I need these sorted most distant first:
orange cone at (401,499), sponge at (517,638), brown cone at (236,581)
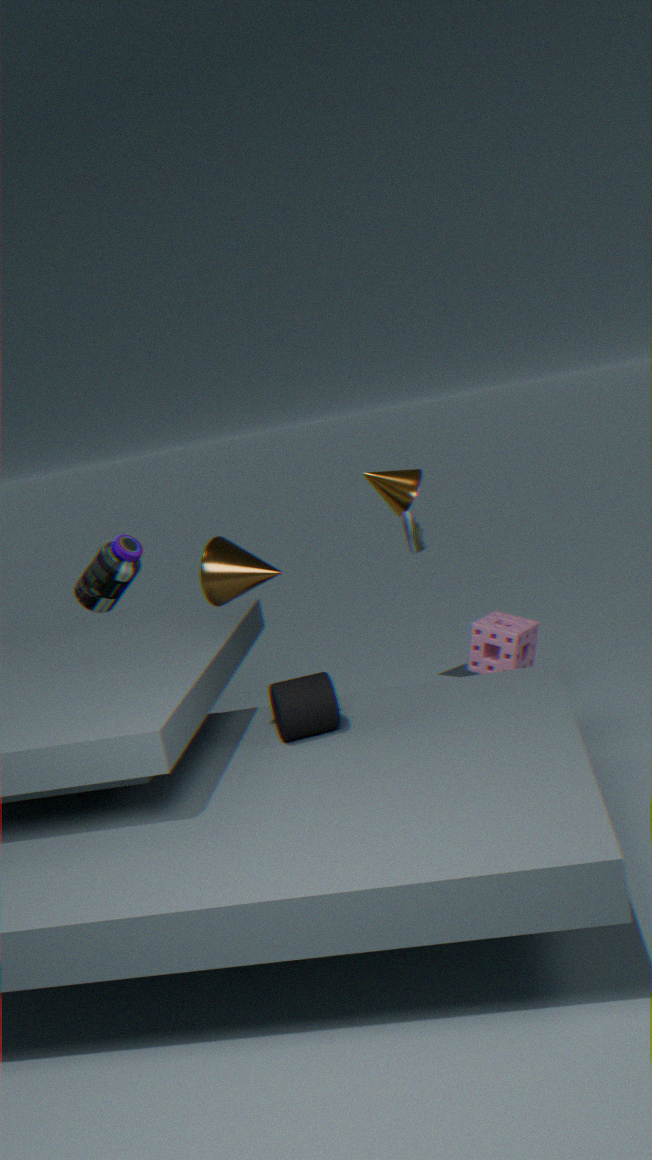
orange cone at (401,499)
sponge at (517,638)
brown cone at (236,581)
